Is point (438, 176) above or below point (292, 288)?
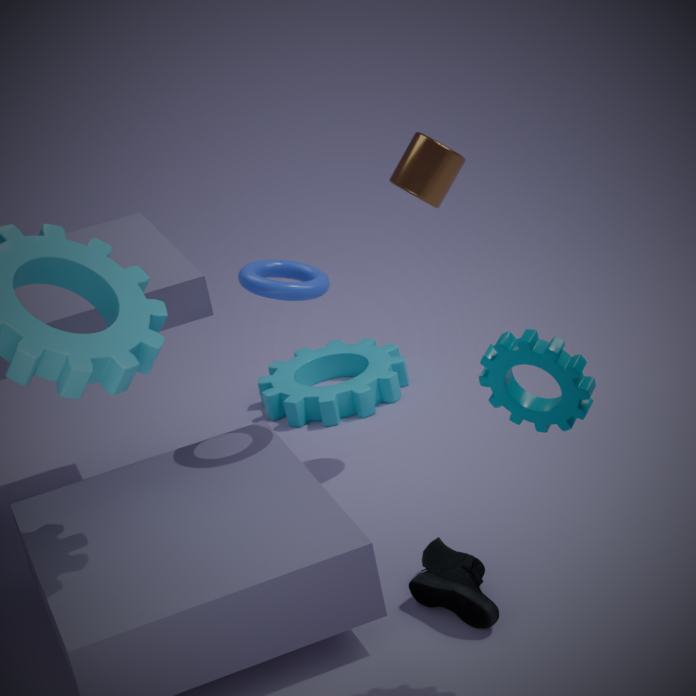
above
